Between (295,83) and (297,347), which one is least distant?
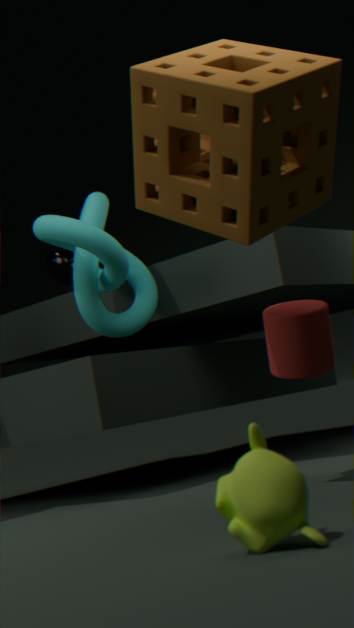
(295,83)
